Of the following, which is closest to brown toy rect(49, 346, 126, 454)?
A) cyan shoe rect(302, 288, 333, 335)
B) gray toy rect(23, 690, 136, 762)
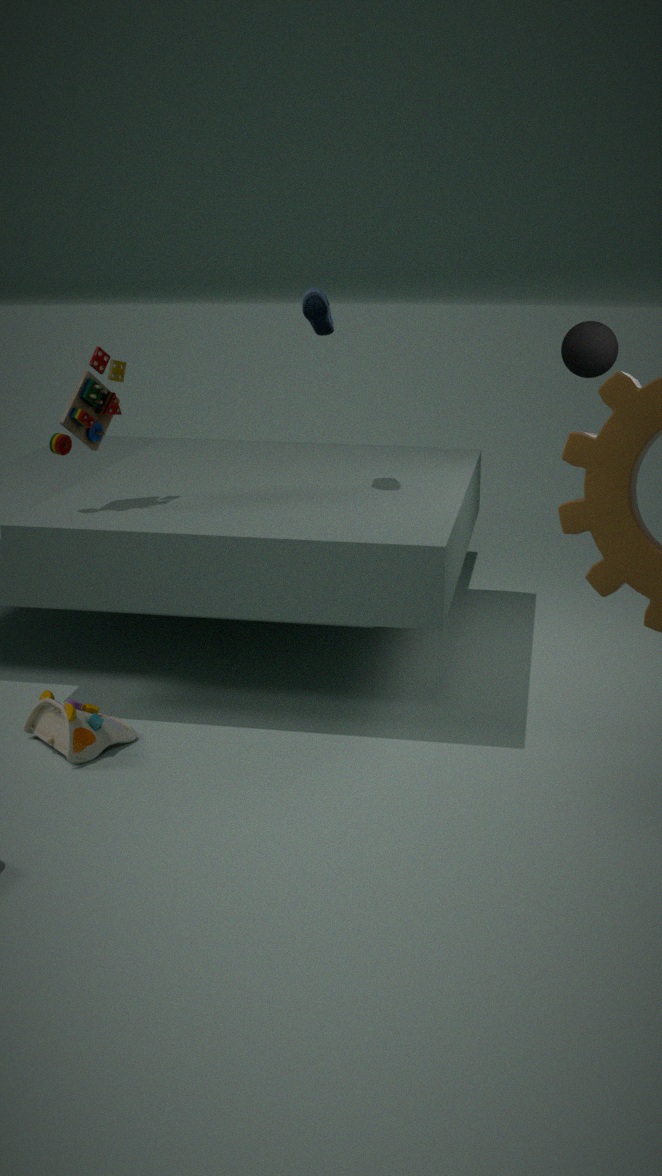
cyan shoe rect(302, 288, 333, 335)
